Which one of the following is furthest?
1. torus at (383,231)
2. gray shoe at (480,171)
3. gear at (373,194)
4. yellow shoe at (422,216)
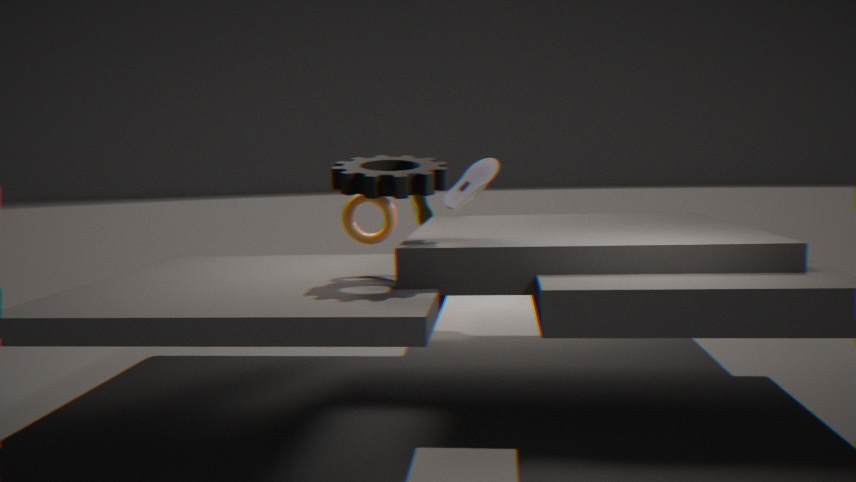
yellow shoe at (422,216)
